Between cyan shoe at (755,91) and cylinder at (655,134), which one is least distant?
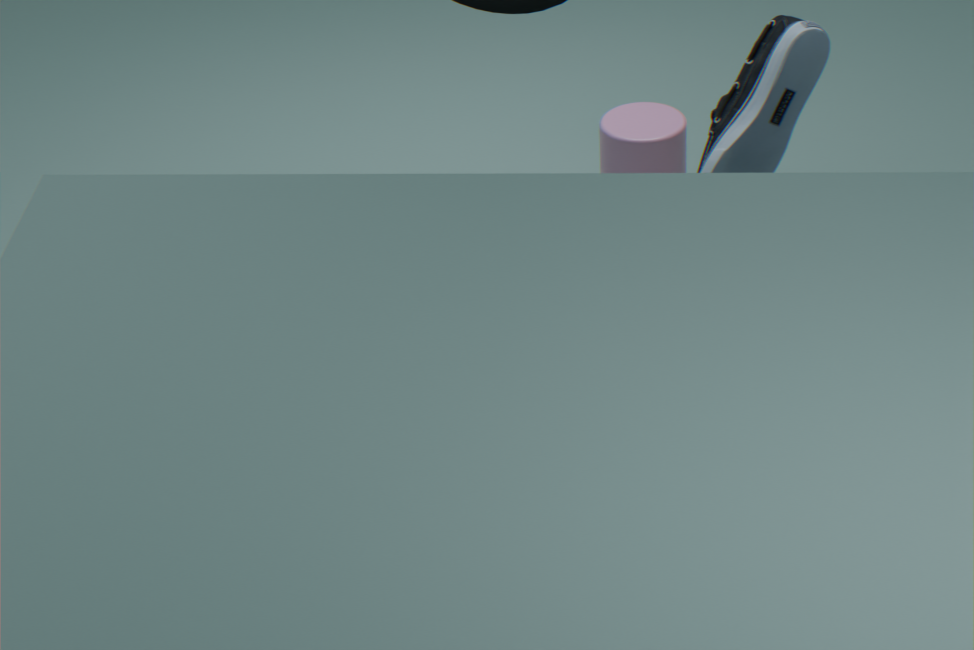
cyan shoe at (755,91)
